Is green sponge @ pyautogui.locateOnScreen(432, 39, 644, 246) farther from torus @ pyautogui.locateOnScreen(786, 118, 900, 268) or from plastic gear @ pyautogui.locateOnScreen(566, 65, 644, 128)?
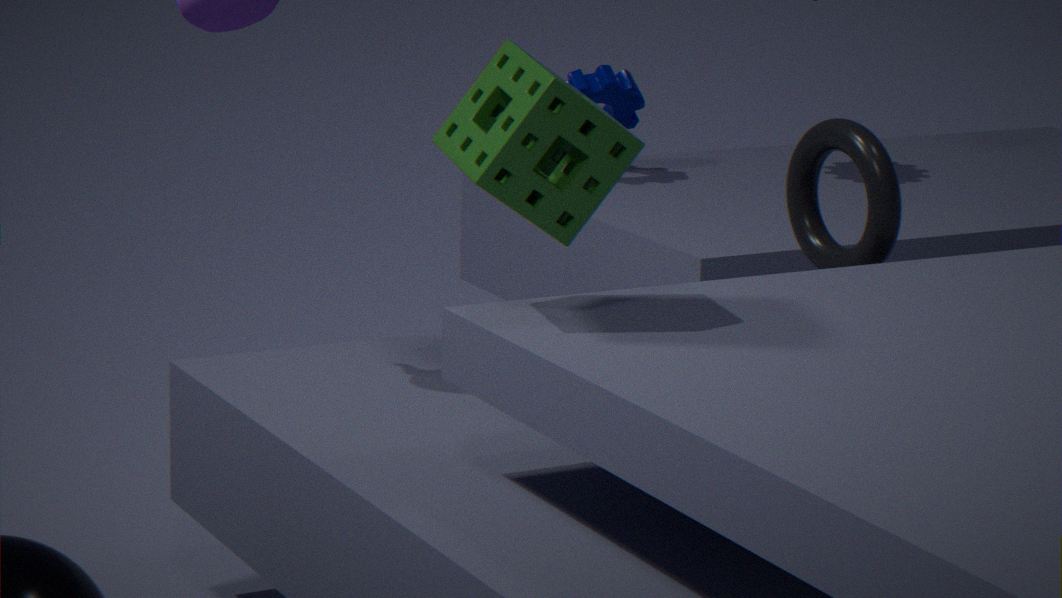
plastic gear @ pyautogui.locateOnScreen(566, 65, 644, 128)
